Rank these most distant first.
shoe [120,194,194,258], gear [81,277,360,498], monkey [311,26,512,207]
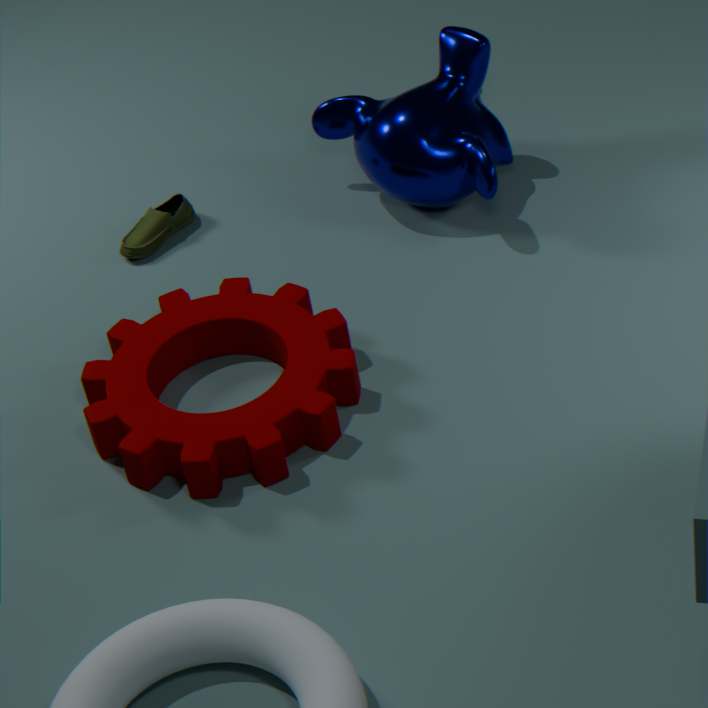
shoe [120,194,194,258] < monkey [311,26,512,207] < gear [81,277,360,498]
